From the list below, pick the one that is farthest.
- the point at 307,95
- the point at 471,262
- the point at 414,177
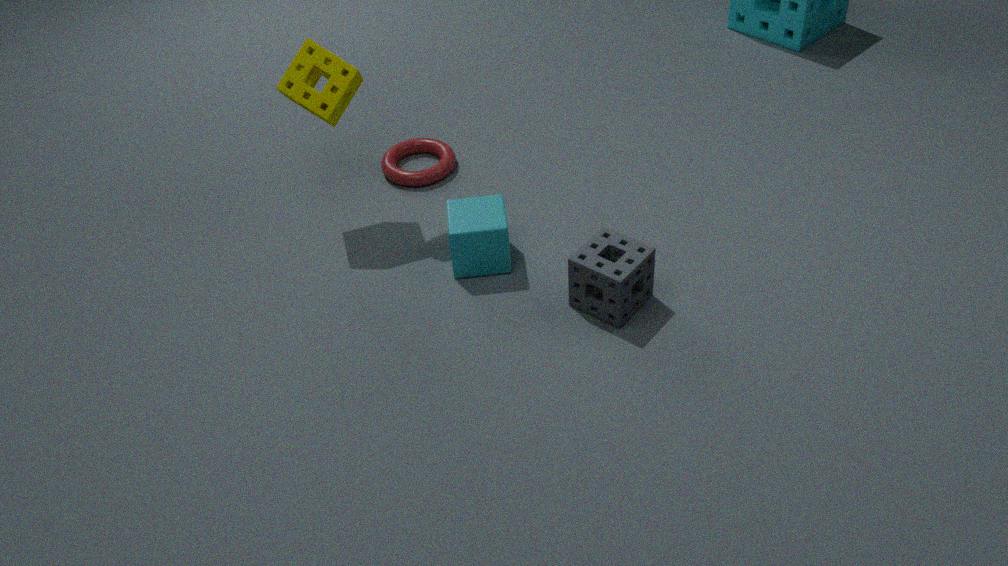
the point at 414,177
